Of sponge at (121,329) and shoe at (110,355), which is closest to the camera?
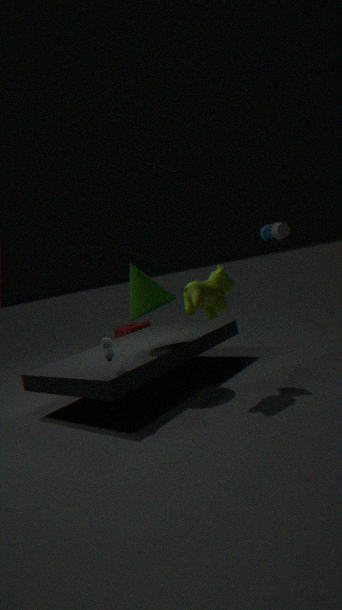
shoe at (110,355)
